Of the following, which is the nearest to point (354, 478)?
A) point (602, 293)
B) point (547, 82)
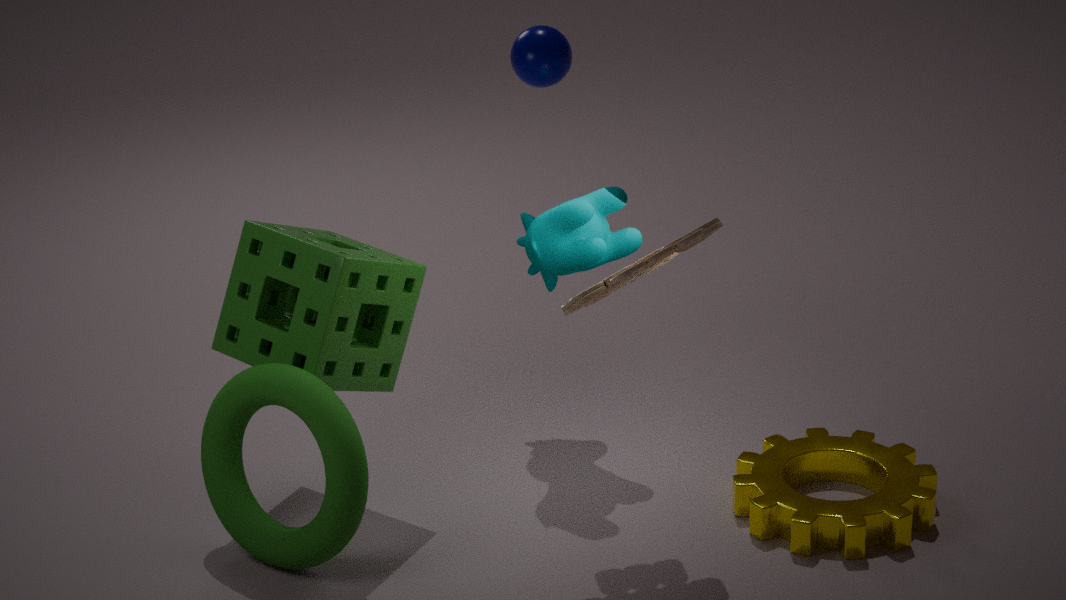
point (602, 293)
